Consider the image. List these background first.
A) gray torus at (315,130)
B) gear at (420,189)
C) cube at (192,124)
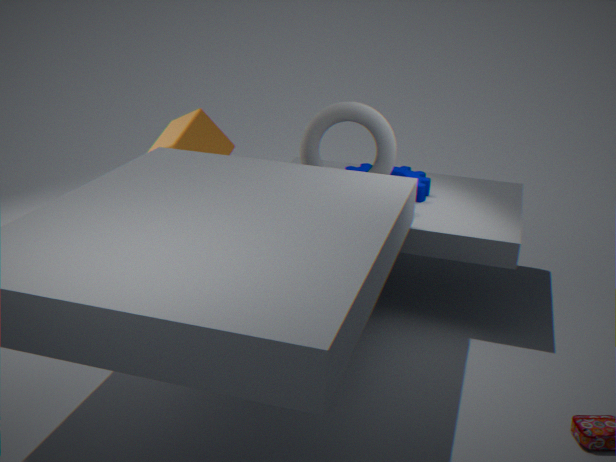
cube at (192,124) → gear at (420,189) → gray torus at (315,130)
